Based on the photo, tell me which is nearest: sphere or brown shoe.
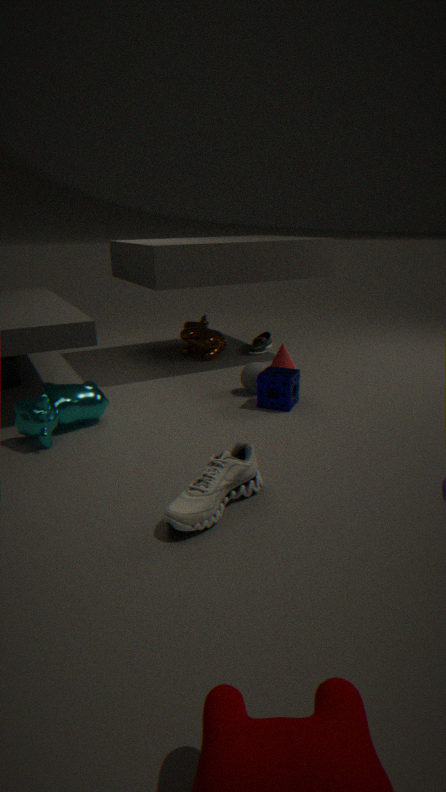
sphere
